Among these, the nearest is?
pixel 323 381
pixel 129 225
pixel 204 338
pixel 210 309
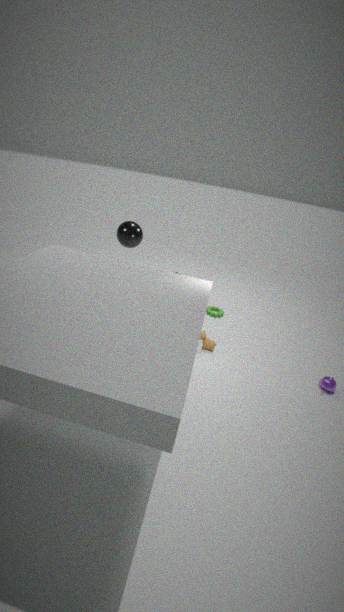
pixel 323 381
